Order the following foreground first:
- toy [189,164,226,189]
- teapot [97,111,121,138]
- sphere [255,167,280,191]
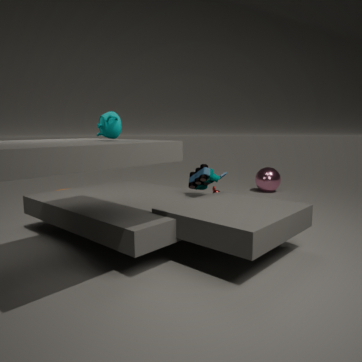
1. teapot [97,111,121,138]
2. toy [189,164,226,189]
3. sphere [255,167,280,191]
